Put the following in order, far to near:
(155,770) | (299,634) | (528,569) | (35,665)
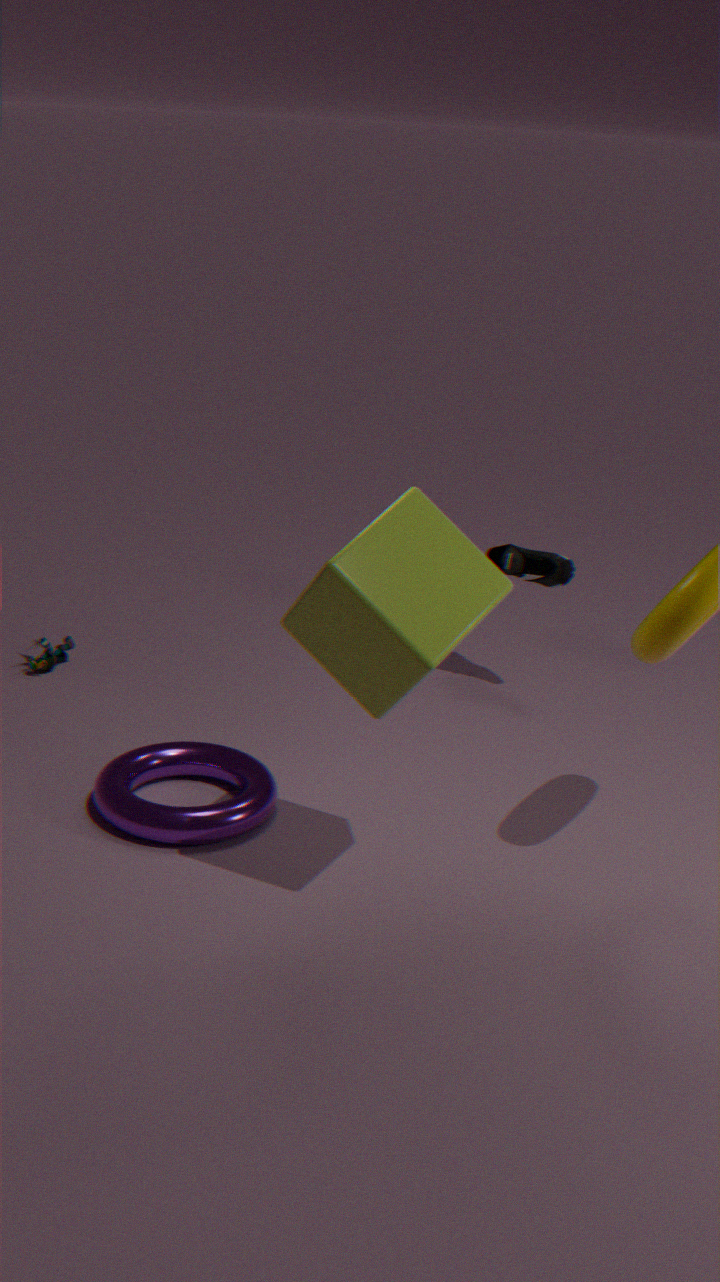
(35,665), (528,569), (155,770), (299,634)
